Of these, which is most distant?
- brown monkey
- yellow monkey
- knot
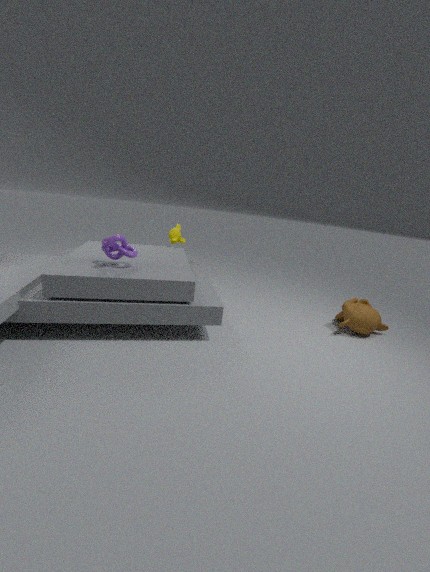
yellow monkey
